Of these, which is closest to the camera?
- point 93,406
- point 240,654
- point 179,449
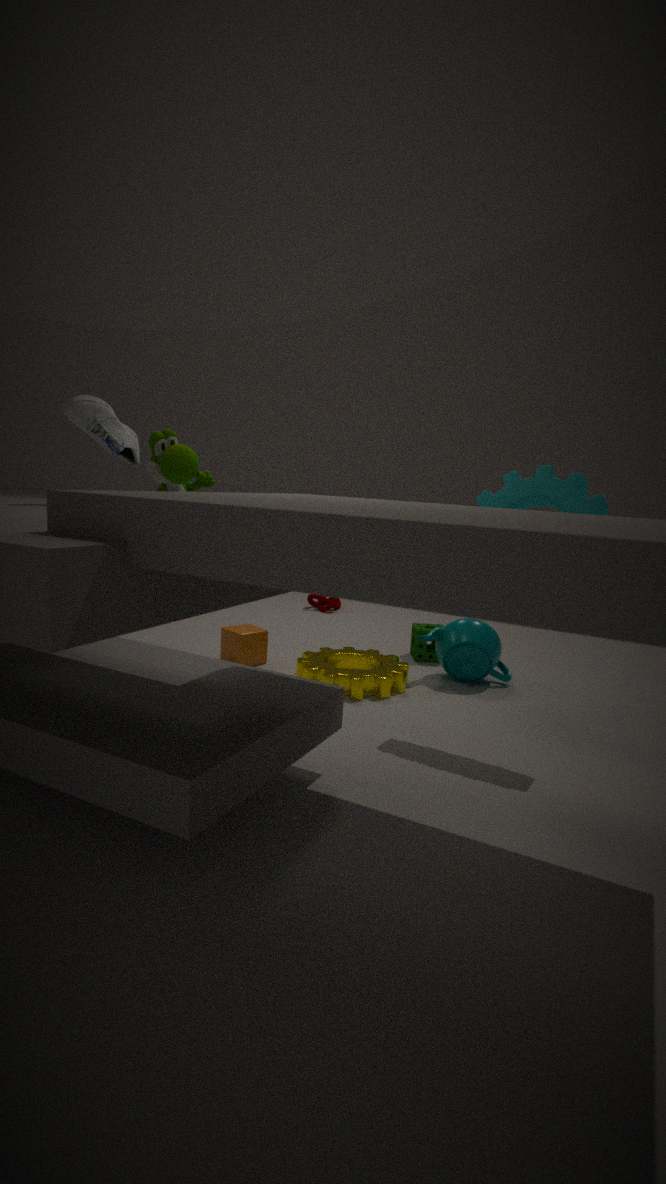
point 93,406
